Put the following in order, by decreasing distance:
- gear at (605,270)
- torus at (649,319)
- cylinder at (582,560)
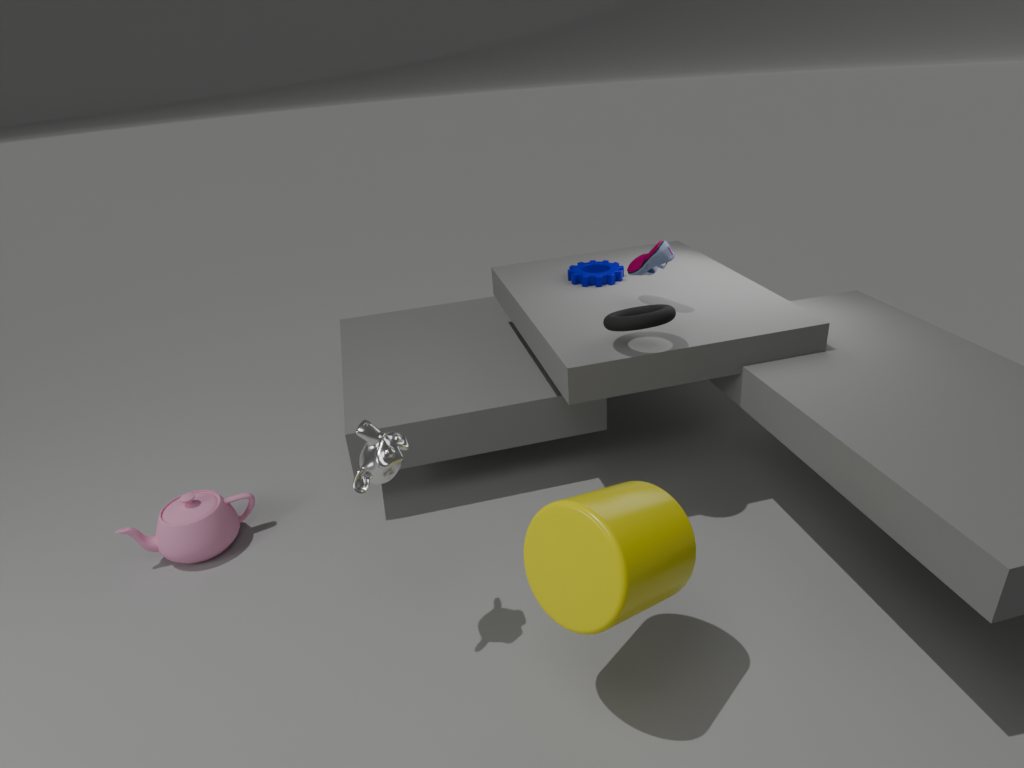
gear at (605,270)
torus at (649,319)
cylinder at (582,560)
